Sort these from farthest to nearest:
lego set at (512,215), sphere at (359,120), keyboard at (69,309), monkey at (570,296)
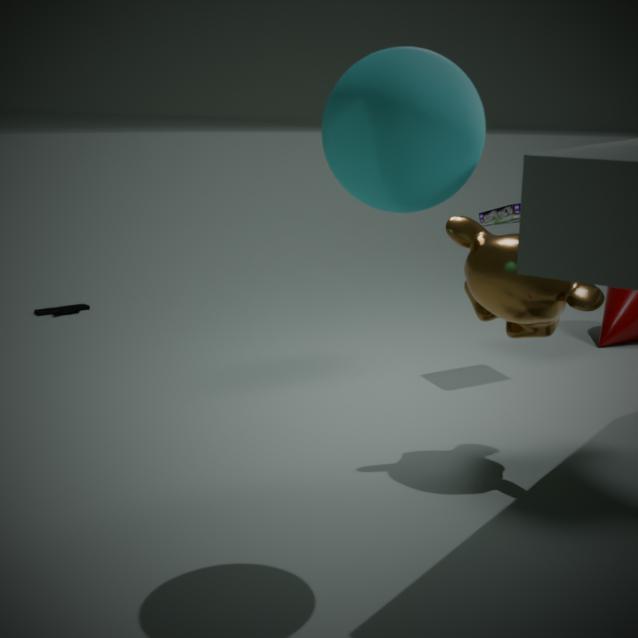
keyboard at (69,309)
lego set at (512,215)
monkey at (570,296)
sphere at (359,120)
